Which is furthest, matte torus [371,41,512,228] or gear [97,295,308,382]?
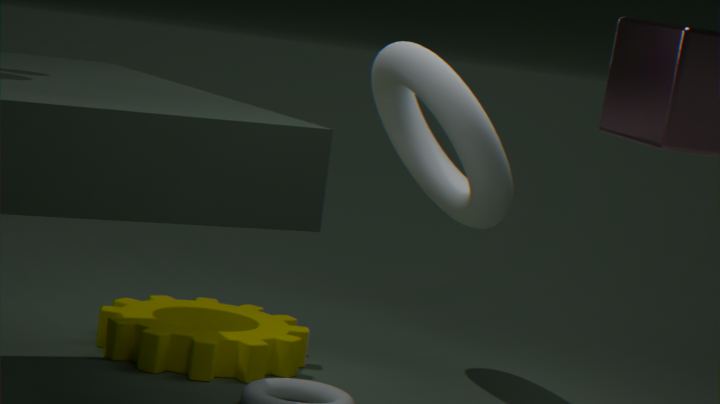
gear [97,295,308,382]
